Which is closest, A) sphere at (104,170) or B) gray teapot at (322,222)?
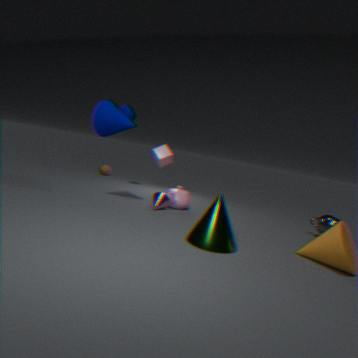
B. gray teapot at (322,222)
